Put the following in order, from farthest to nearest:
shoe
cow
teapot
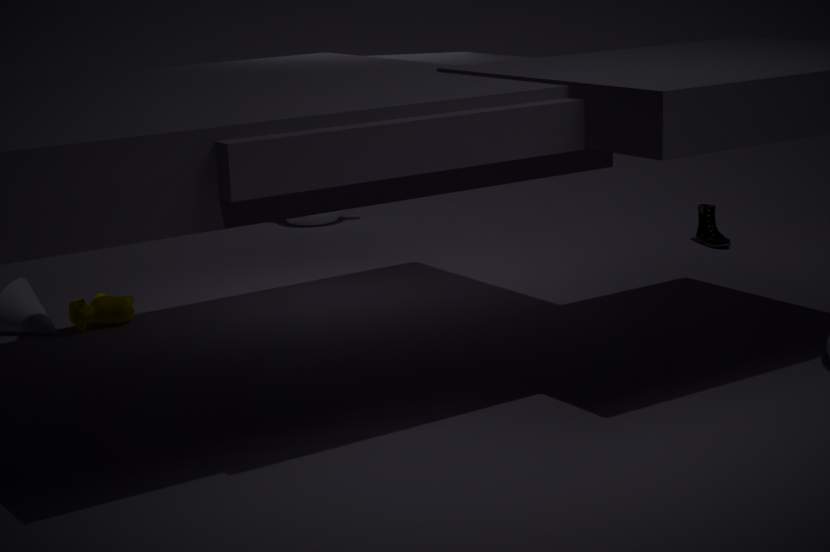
teapot, shoe, cow
